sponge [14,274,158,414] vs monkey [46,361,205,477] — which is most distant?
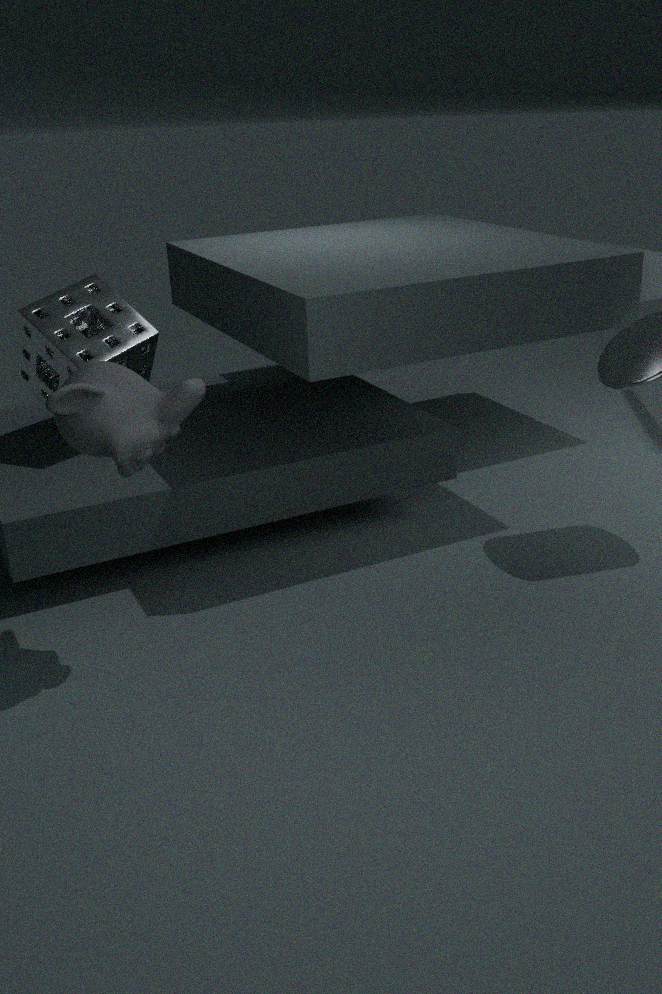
sponge [14,274,158,414]
